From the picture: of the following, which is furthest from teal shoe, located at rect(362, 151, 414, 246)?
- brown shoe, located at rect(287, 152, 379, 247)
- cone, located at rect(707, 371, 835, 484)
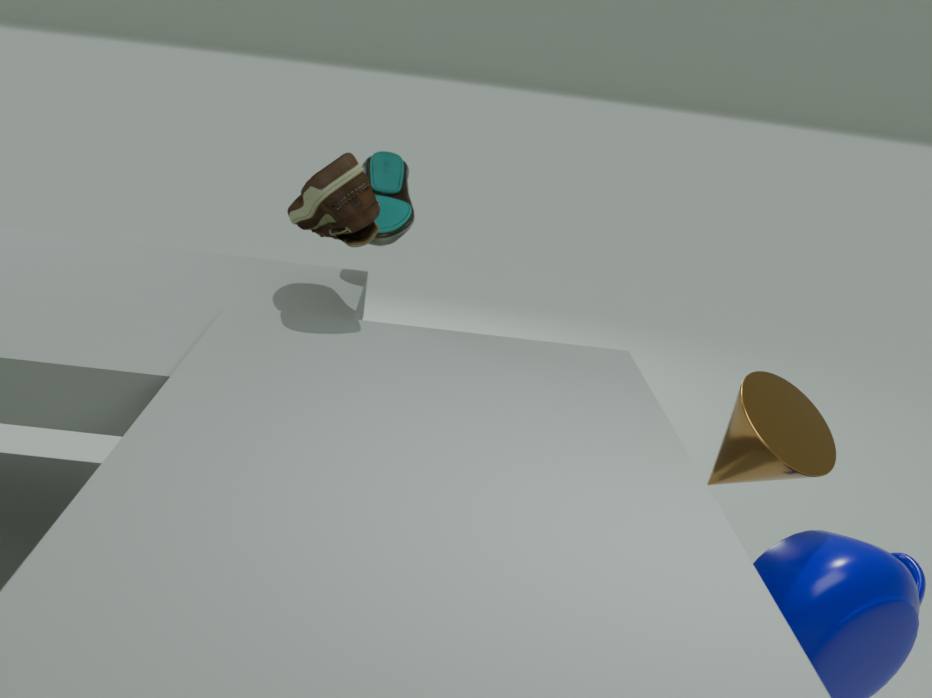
cone, located at rect(707, 371, 835, 484)
